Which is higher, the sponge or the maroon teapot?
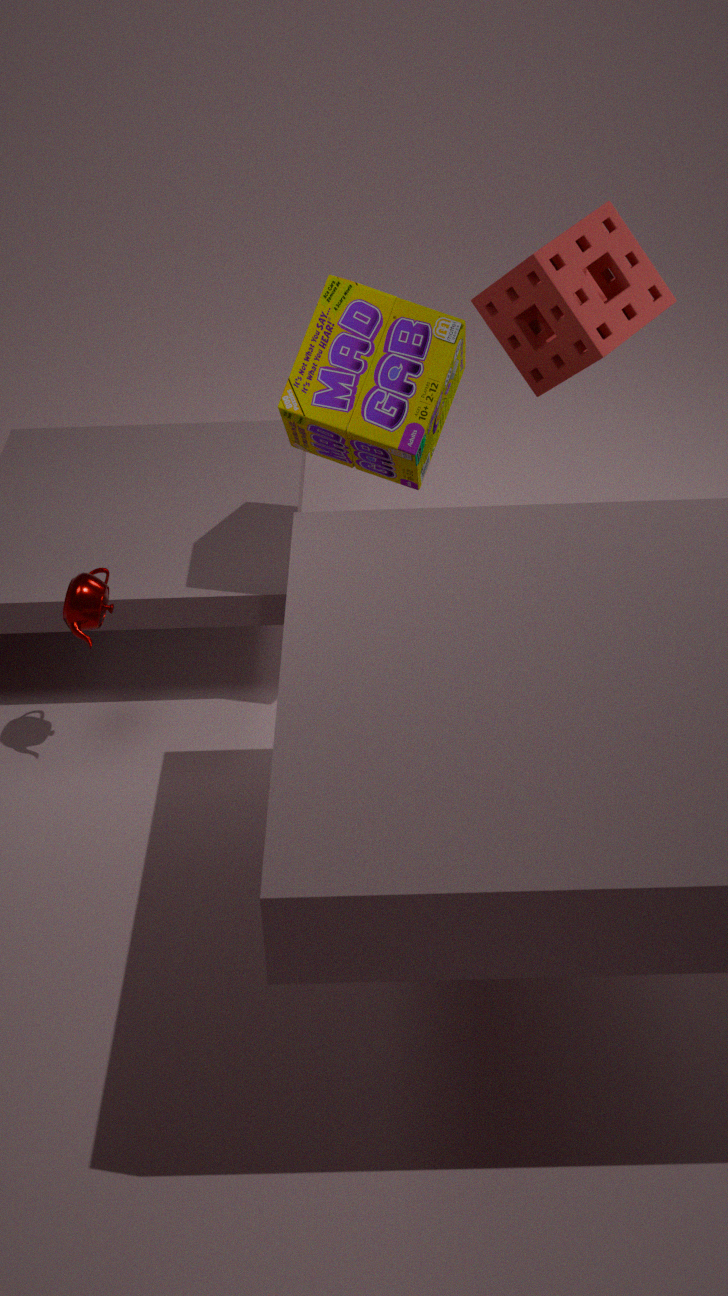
the sponge
